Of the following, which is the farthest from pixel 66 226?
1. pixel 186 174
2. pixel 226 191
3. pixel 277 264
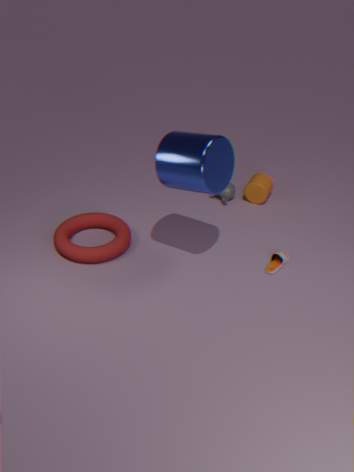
pixel 277 264
